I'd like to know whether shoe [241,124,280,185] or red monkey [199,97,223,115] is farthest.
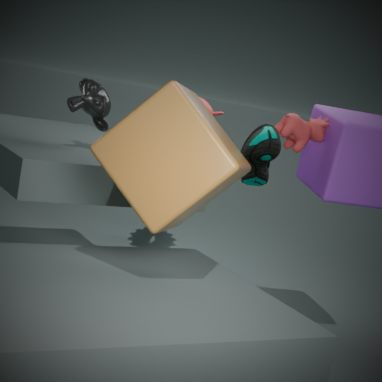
red monkey [199,97,223,115]
